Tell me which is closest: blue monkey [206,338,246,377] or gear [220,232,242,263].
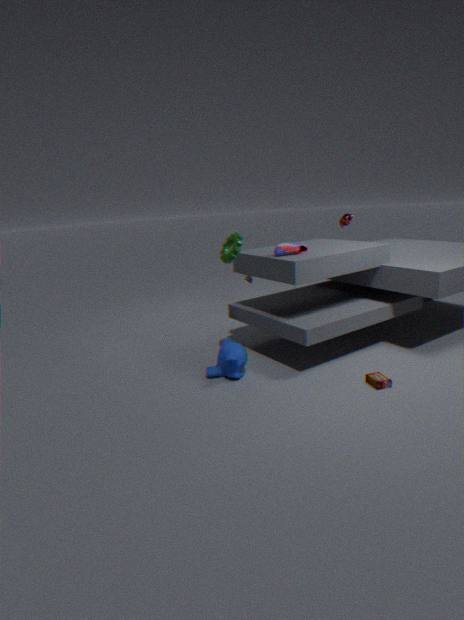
gear [220,232,242,263]
